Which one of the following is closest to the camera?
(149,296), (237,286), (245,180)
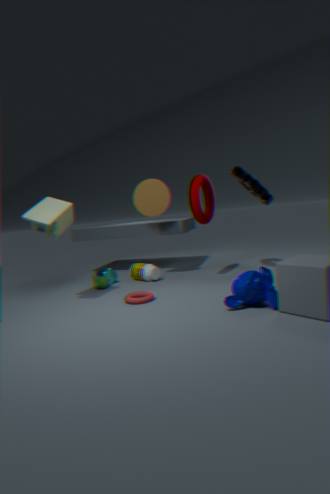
(237,286)
